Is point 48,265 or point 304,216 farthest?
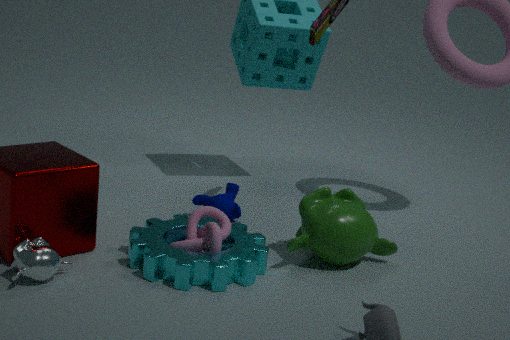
point 304,216
